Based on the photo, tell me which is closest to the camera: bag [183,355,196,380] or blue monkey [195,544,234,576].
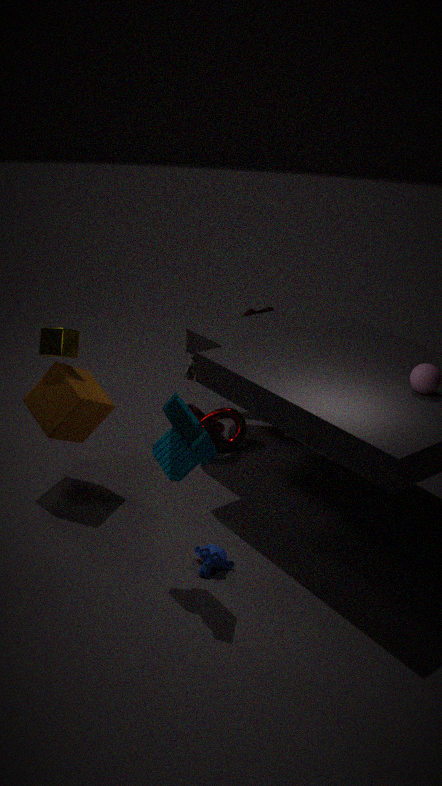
blue monkey [195,544,234,576]
